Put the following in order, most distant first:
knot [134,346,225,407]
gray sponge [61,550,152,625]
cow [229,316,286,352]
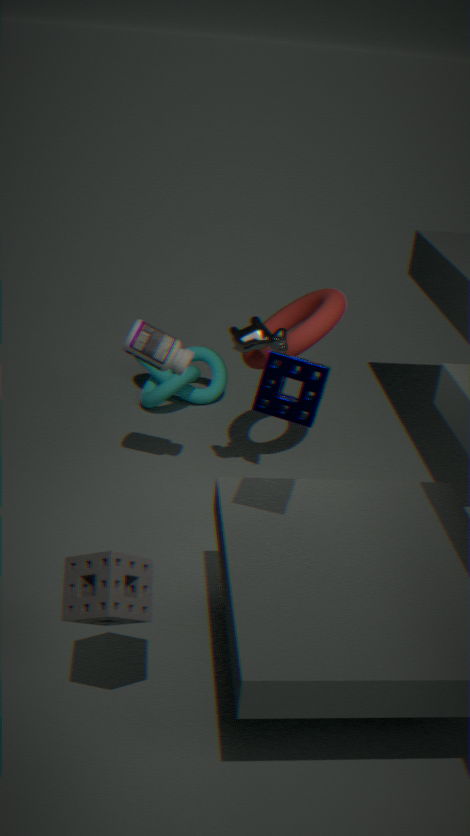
knot [134,346,225,407]
cow [229,316,286,352]
gray sponge [61,550,152,625]
